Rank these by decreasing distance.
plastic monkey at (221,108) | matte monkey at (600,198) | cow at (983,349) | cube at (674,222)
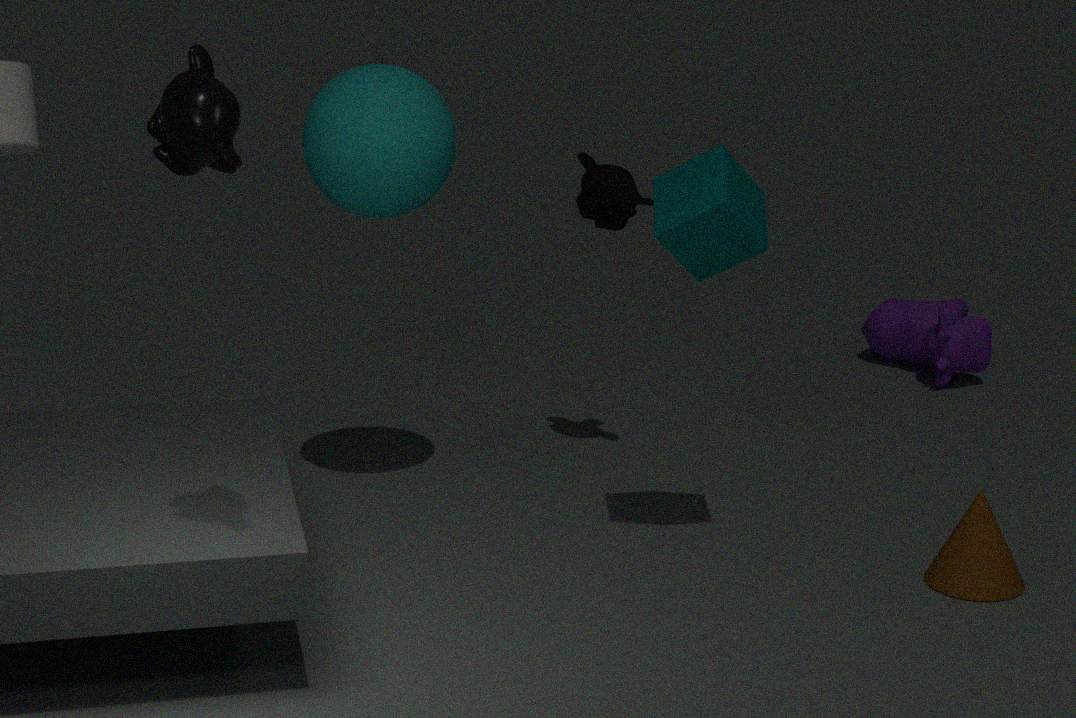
cow at (983,349) < matte monkey at (600,198) < cube at (674,222) < plastic monkey at (221,108)
